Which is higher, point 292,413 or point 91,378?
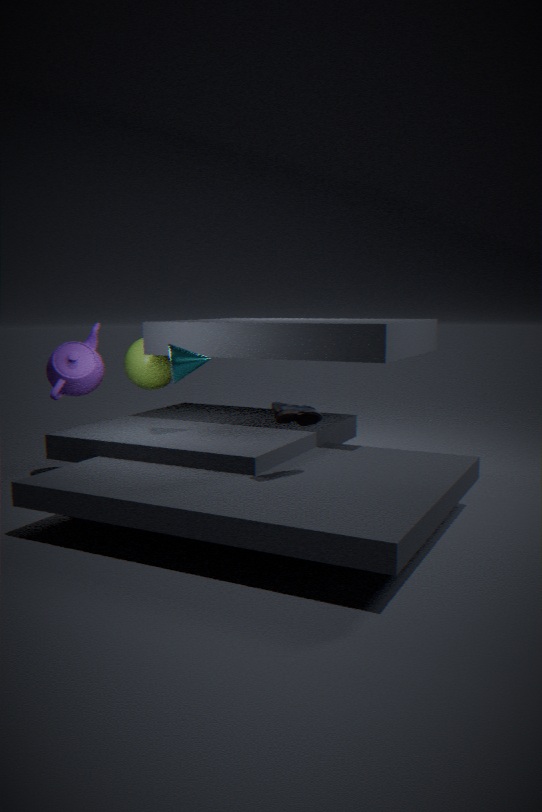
Result: point 91,378
